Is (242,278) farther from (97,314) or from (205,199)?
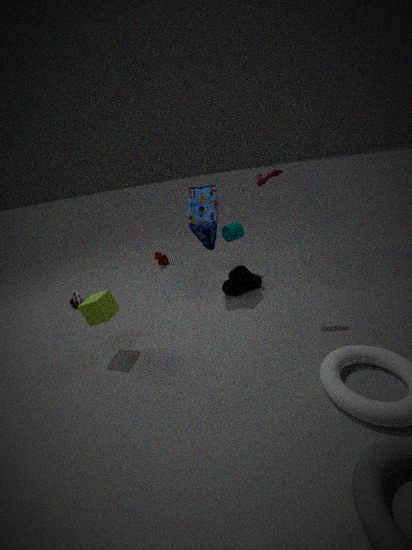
(97,314)
